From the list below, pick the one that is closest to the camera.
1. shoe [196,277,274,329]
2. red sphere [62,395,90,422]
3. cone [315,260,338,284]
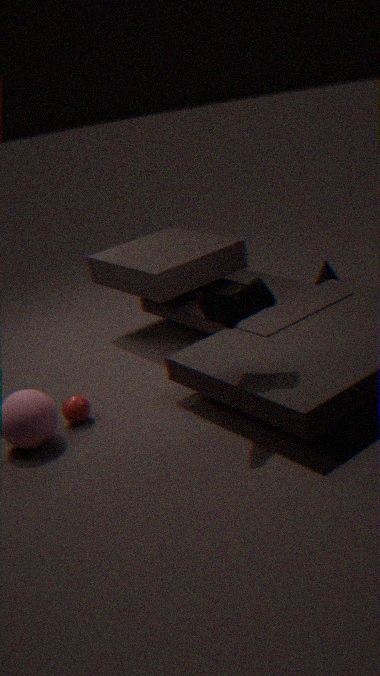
shoe [196,277,274,329]
